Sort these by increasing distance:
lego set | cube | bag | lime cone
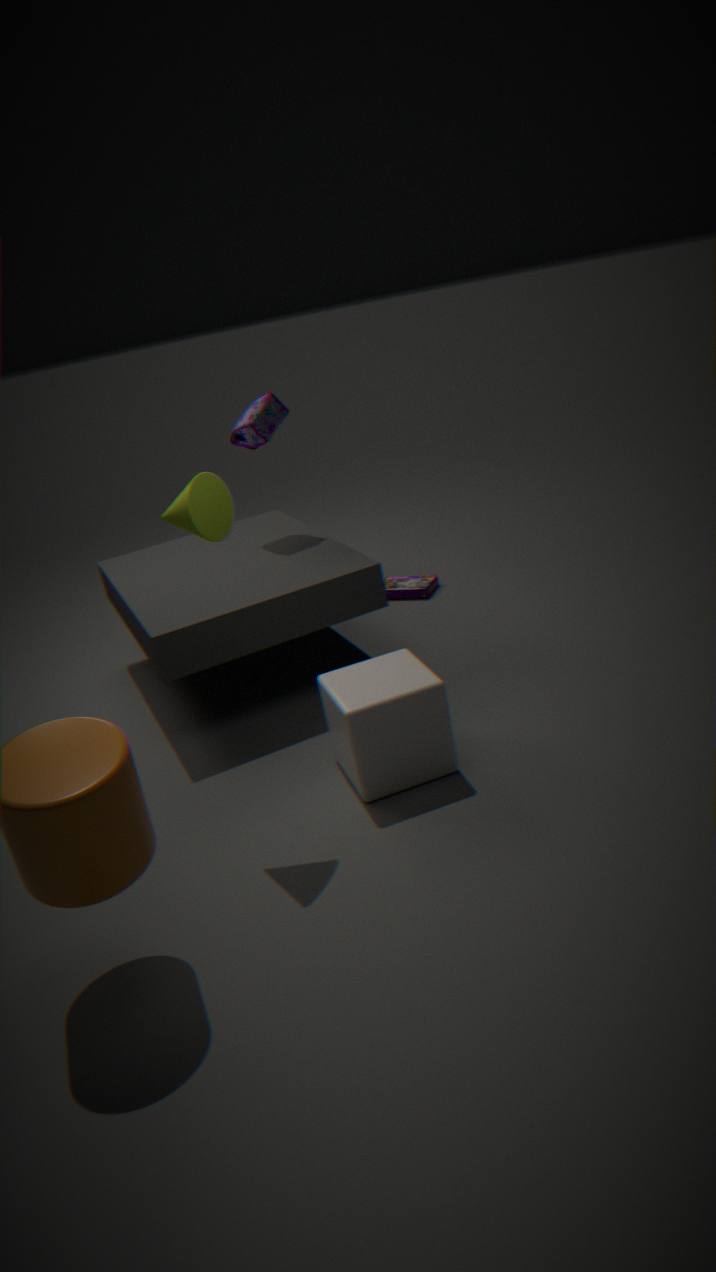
lime cone
cube
bag
lego set
